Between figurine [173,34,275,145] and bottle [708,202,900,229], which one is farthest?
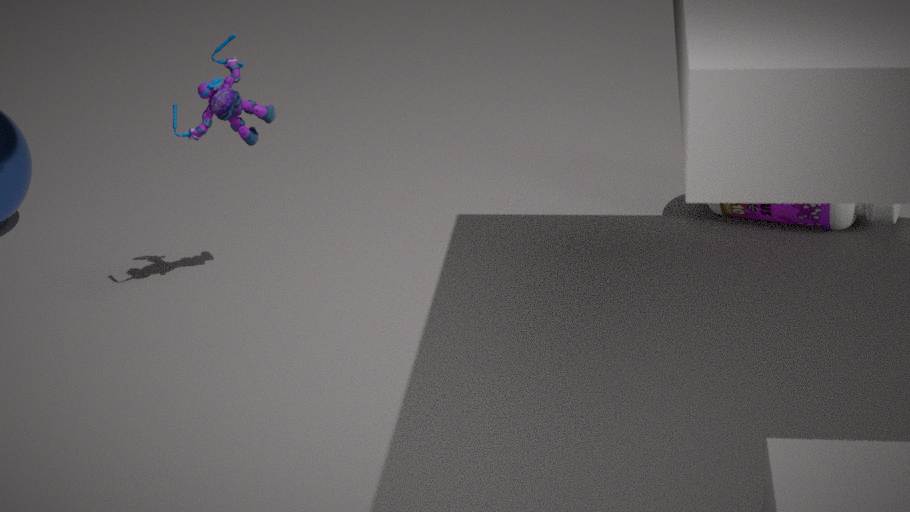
bottle [708,202,900,229]
